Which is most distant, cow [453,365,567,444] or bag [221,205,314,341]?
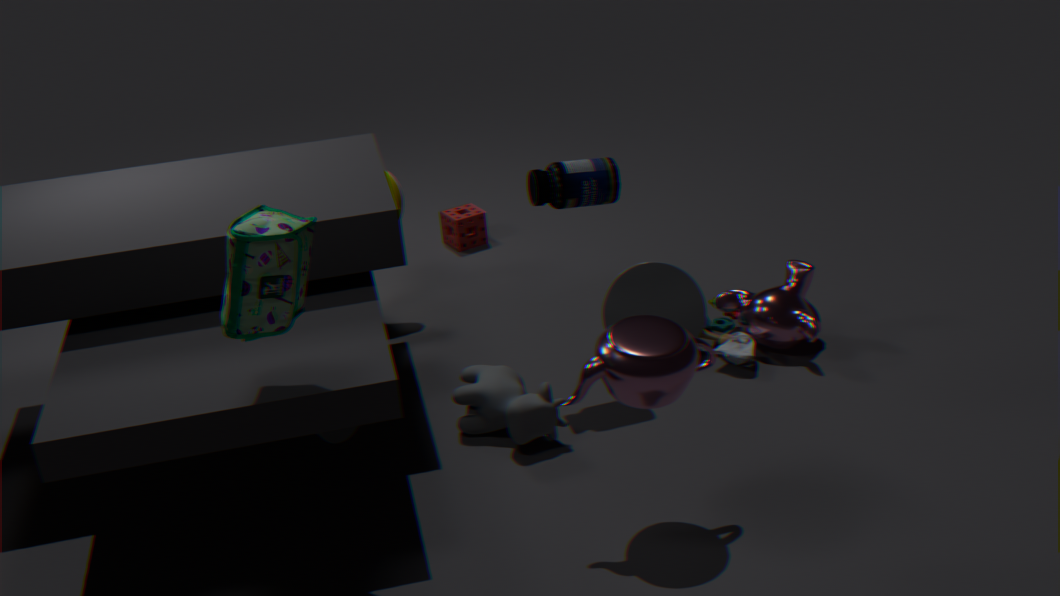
cow [453,365,567,444]
